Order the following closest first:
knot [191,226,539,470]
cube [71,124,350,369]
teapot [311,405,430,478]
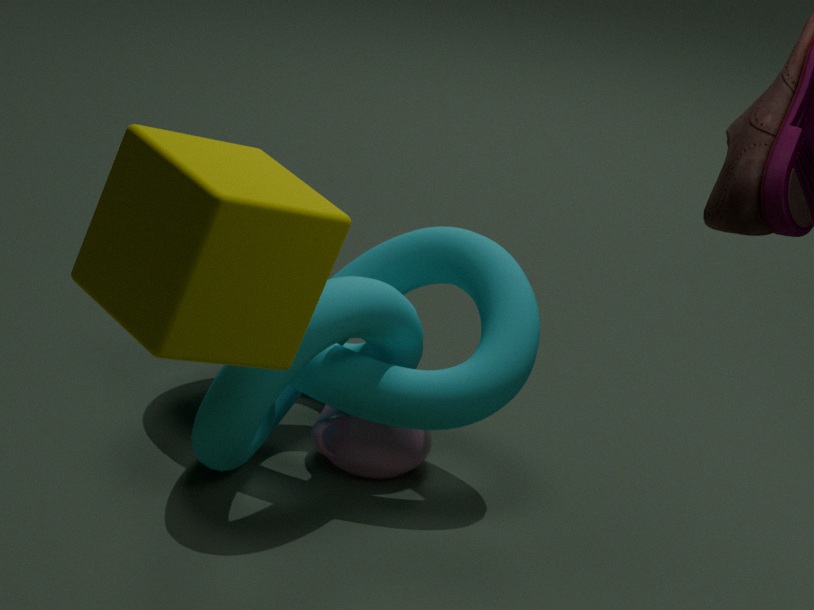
cube [71,124,350,369] → knot [191,226,539,470] → teapot [311,405,430,478]
